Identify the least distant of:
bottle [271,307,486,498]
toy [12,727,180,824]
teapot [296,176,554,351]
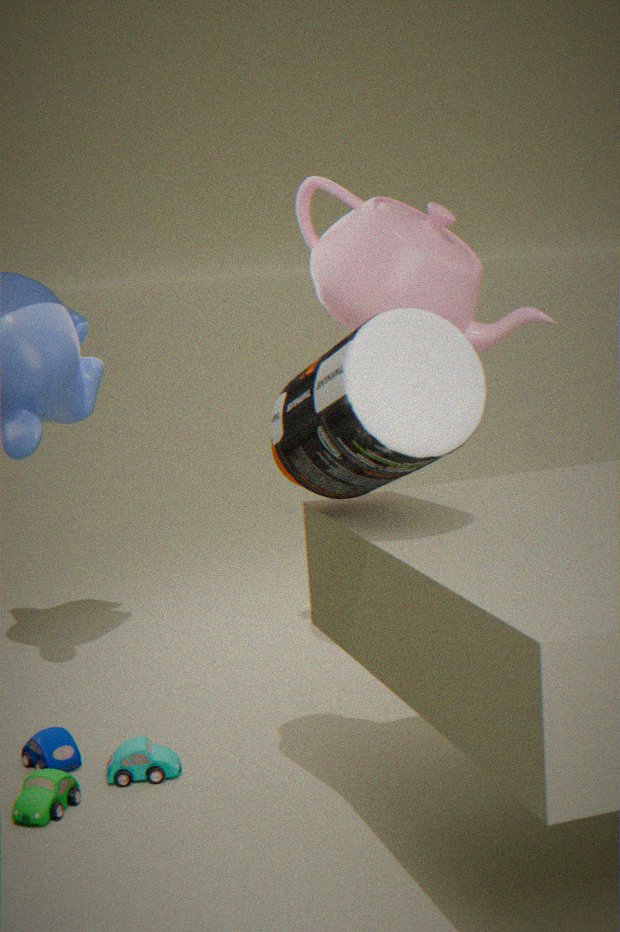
bottle [271,307,486,498]
